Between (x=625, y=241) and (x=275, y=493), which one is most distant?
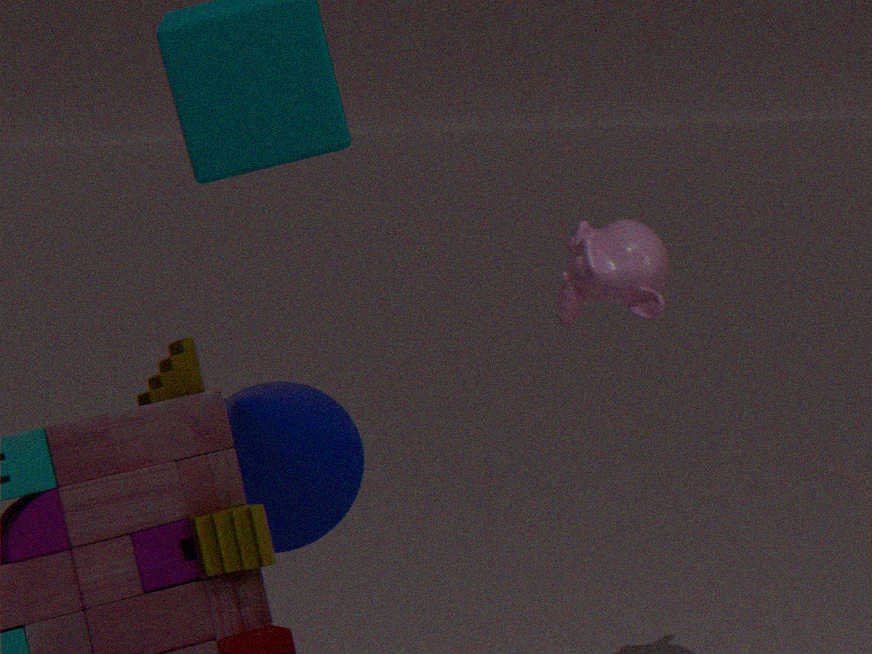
(x=625, y=241)
